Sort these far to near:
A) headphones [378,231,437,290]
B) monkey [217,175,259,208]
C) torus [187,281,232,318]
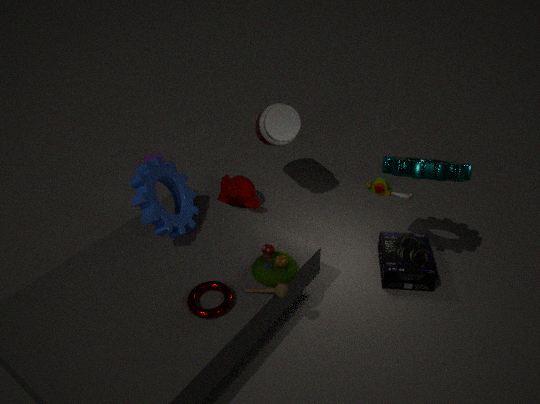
monkey [217,175,259,208] → headphones [378,231,437,290] → torus [187,281,232,318]
